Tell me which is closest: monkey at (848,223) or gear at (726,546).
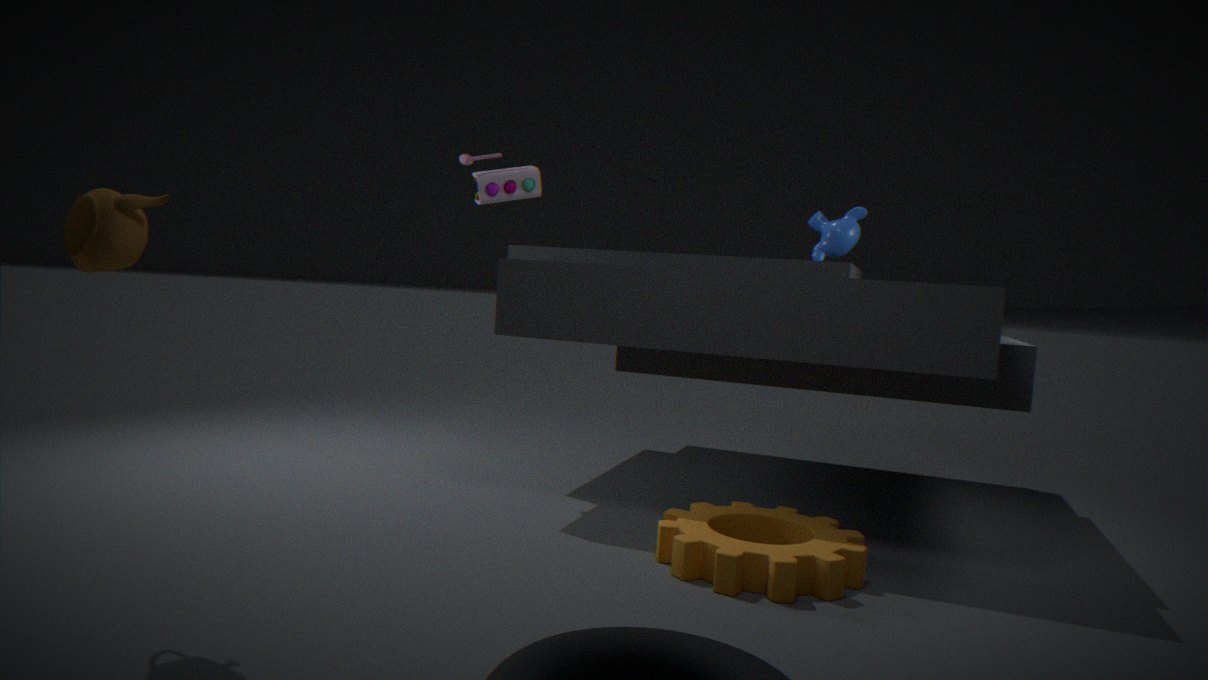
gear at (726,546)
